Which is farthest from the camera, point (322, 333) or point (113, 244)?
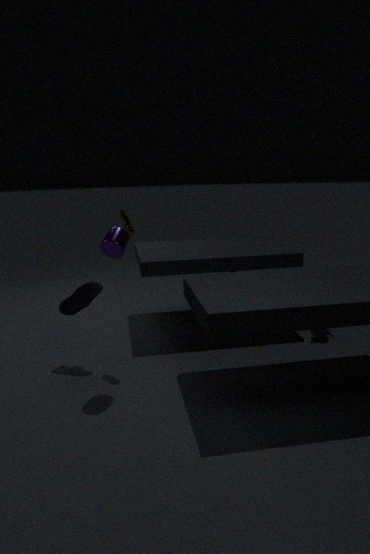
point (322, 333)
